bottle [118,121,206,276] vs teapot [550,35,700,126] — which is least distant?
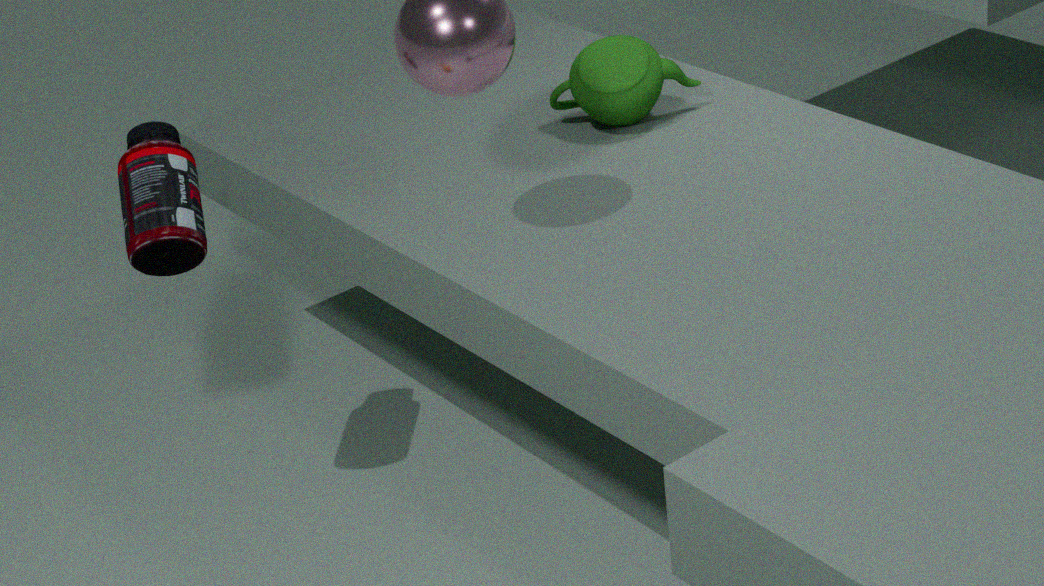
bottle [118,121,206,276]
